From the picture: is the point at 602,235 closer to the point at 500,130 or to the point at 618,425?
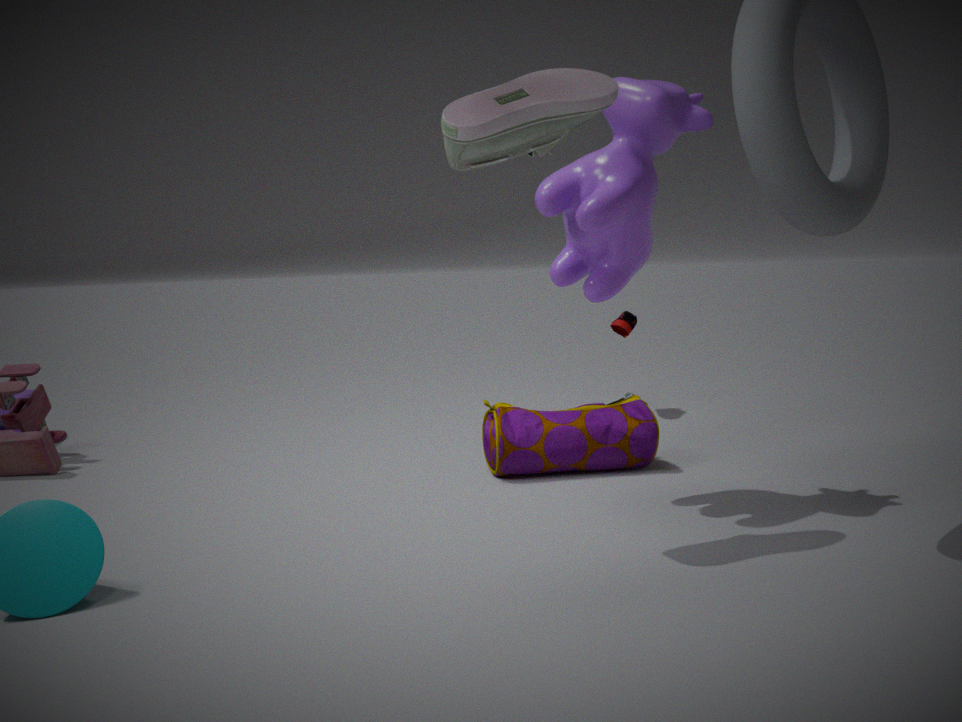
the point at 500,130
